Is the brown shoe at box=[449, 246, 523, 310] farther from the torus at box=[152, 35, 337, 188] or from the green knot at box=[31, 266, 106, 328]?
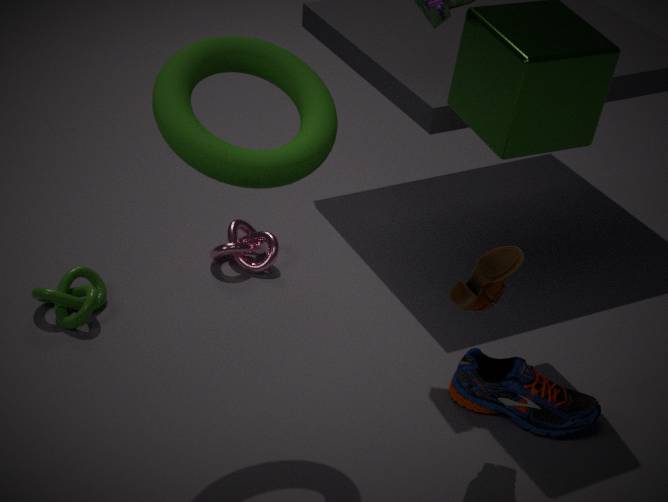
the green knot at box=[31, 266, 106, 328]
